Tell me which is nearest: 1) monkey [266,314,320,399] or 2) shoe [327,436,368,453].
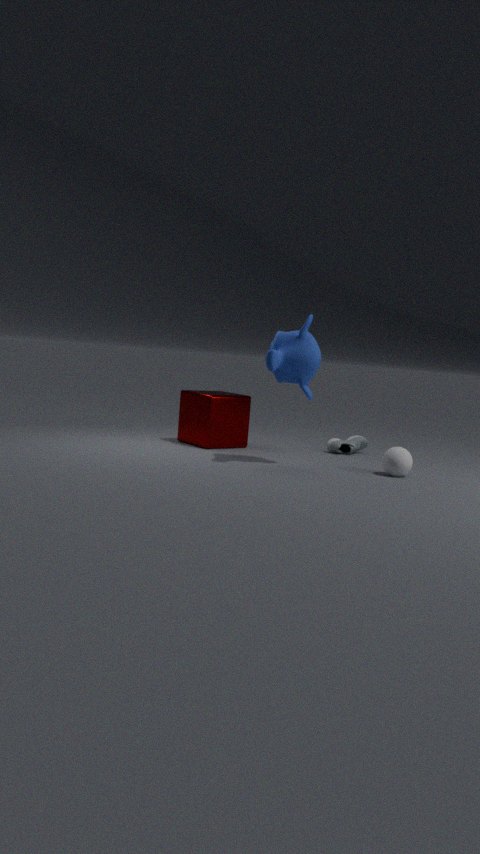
A: 1. monkey [266,314,320,399]
